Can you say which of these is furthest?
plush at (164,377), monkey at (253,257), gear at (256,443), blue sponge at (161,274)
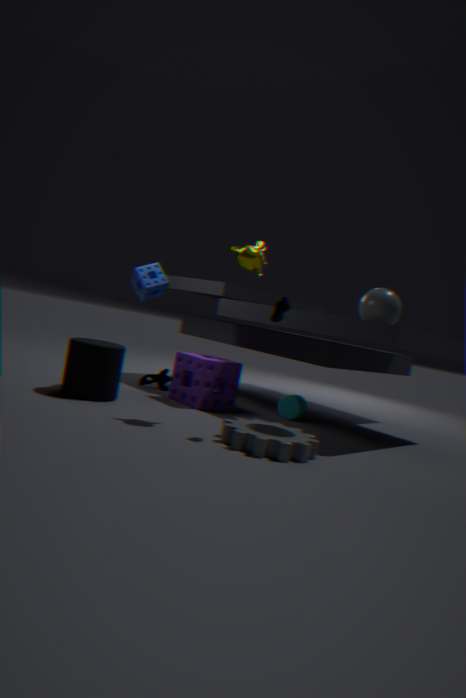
plush at (164,377)
